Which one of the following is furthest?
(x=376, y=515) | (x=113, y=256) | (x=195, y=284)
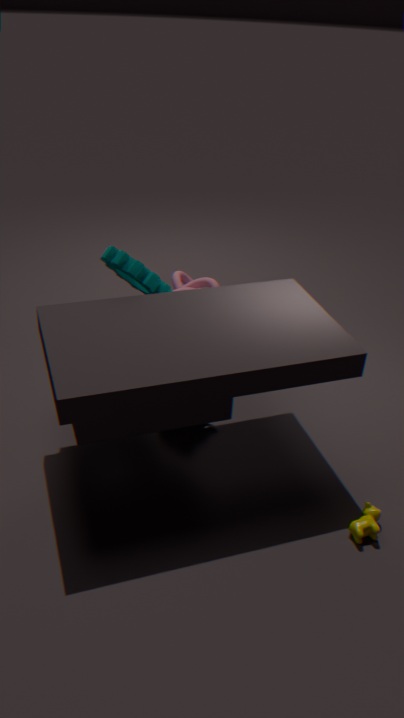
(x=195, y=284)
